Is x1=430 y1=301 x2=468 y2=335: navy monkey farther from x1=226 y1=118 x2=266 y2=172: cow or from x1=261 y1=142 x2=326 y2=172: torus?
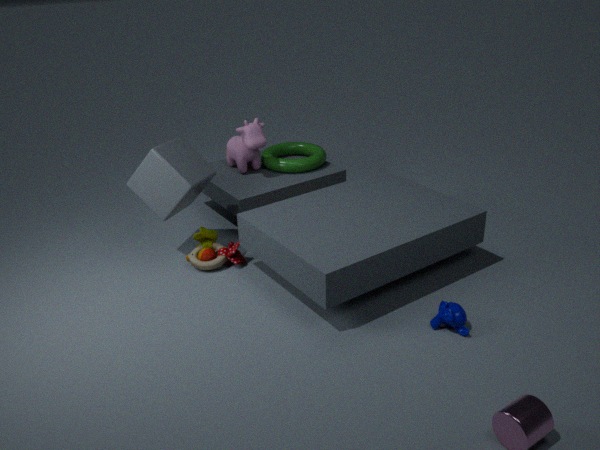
x1=226 y1=118 x2=266 y2=172: cow
